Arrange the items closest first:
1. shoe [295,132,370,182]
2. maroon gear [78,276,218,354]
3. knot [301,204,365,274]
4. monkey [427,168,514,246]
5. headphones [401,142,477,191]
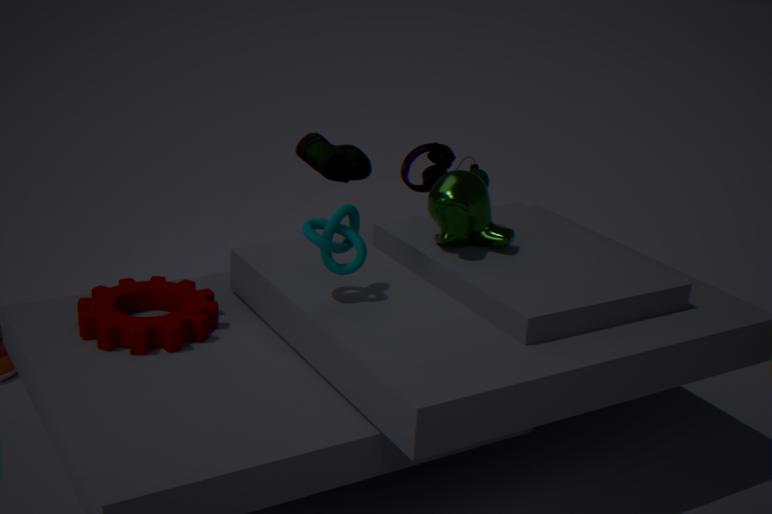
knot [301,204,365,274] → maroon gear [78,276,218,354] → monkey [427,168,514,246] → headphones [401,142,477,191] → shoe [295,132,370,182]
